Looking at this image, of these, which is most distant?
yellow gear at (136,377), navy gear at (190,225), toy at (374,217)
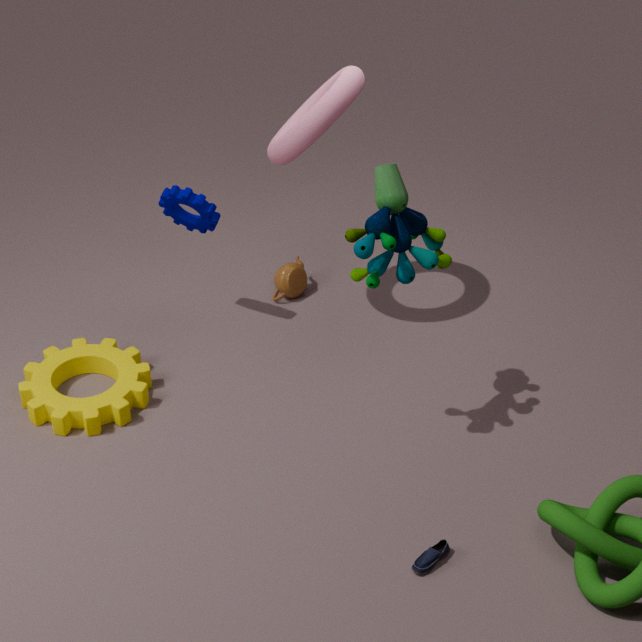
navy gear at (190,225)
